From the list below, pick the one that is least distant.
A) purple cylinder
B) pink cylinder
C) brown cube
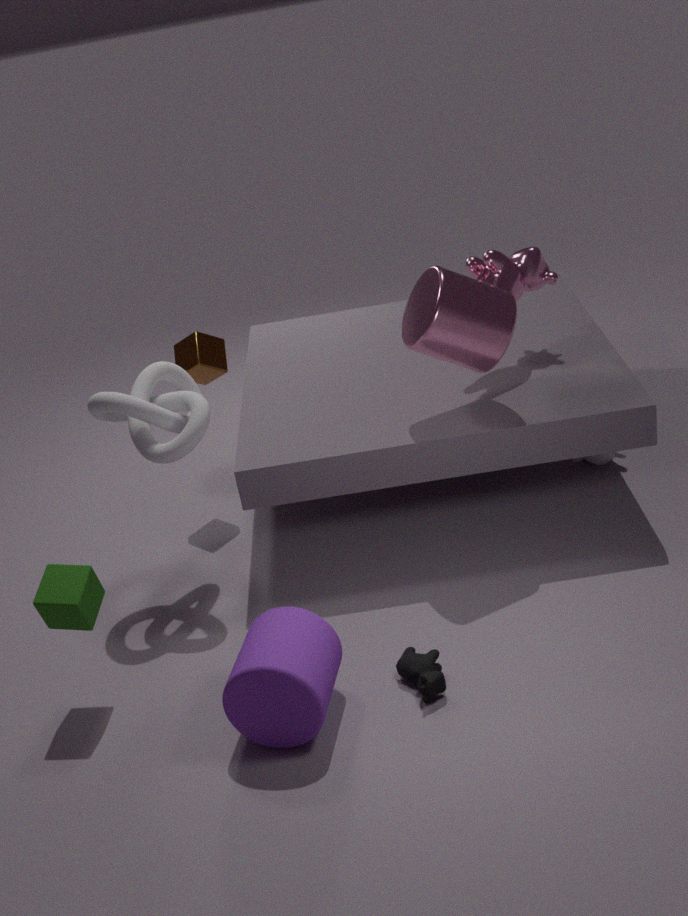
purple cylinder
